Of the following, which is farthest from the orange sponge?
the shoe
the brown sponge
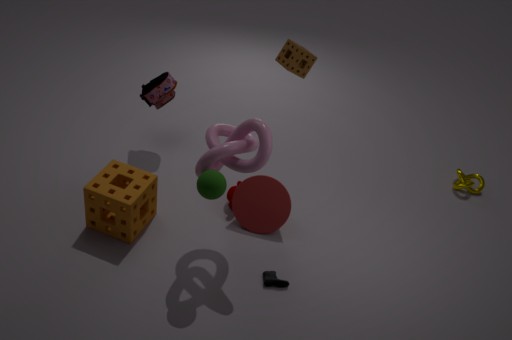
the brown sponge
